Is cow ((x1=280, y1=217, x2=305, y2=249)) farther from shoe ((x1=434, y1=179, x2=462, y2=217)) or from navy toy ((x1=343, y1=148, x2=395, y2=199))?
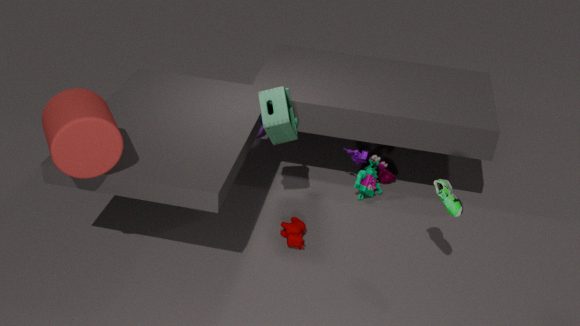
shoe ((x1=434, y1=179, x2=462, y2=217))
